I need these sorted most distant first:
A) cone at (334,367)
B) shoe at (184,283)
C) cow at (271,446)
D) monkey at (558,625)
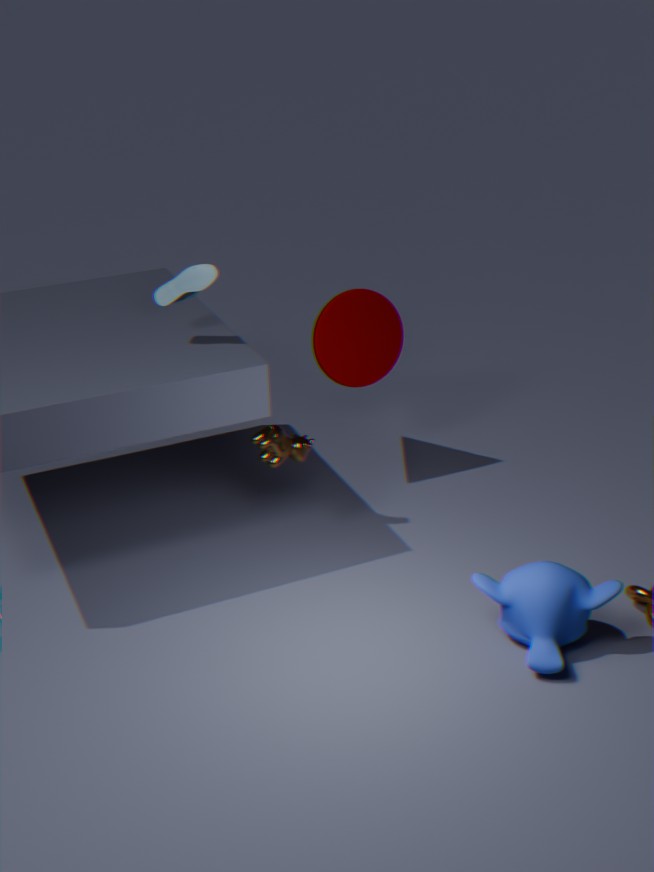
1. cone at (334,367)
2. cow at (271,446)
3. shoe at (184,283)
4. monkey at (558,625)
